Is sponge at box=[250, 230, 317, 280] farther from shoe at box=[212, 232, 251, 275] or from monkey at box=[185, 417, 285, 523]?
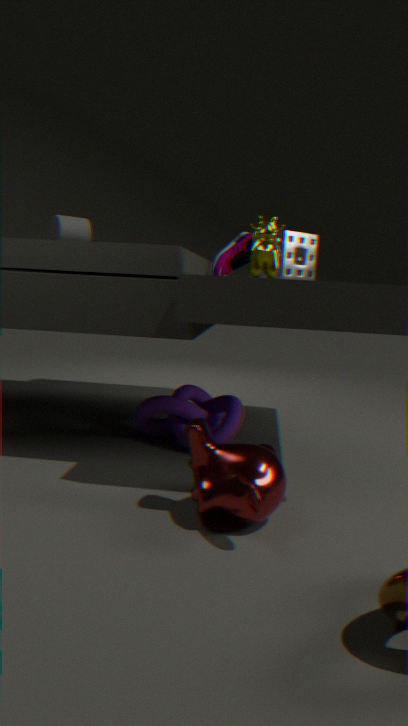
shoe at box=[212, 232, 251, 275]
